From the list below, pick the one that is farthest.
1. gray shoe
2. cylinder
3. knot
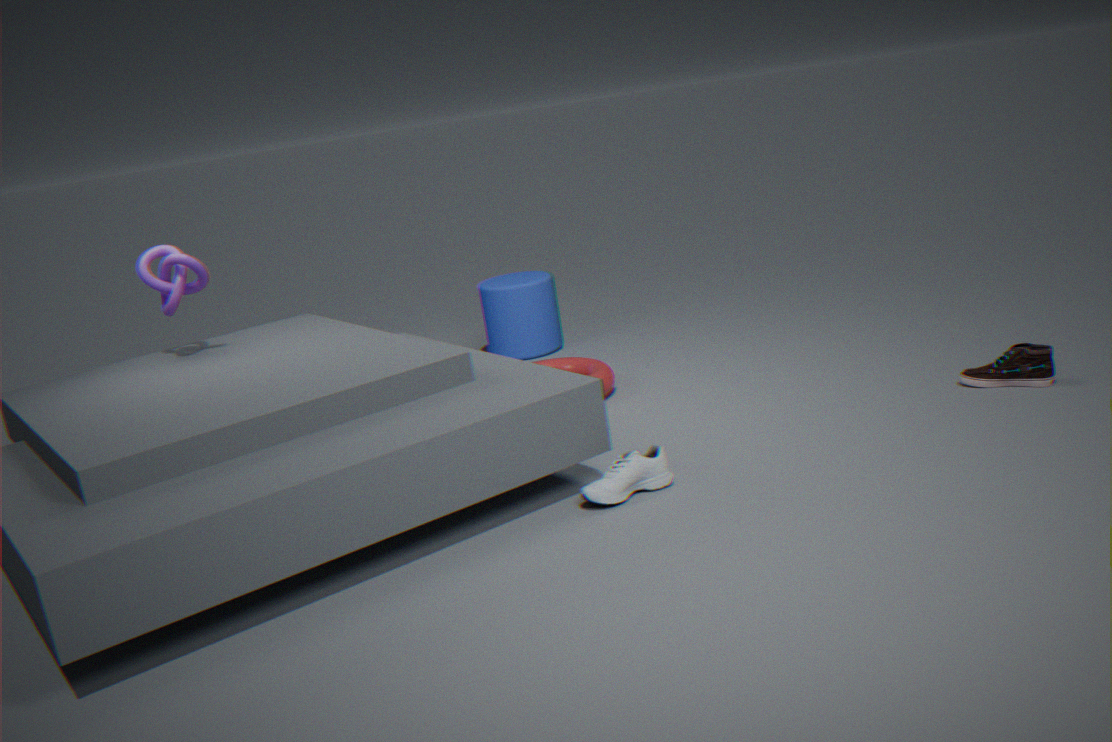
cylinder
